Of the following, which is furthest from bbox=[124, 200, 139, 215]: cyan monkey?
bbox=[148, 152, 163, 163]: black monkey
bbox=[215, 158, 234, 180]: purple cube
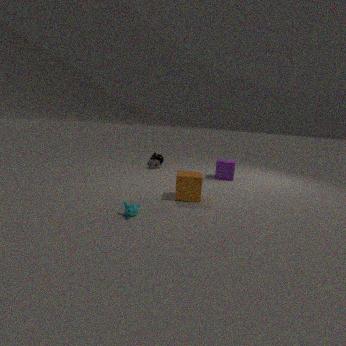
bbox=[148, 152, 163, 163]: black monkey
